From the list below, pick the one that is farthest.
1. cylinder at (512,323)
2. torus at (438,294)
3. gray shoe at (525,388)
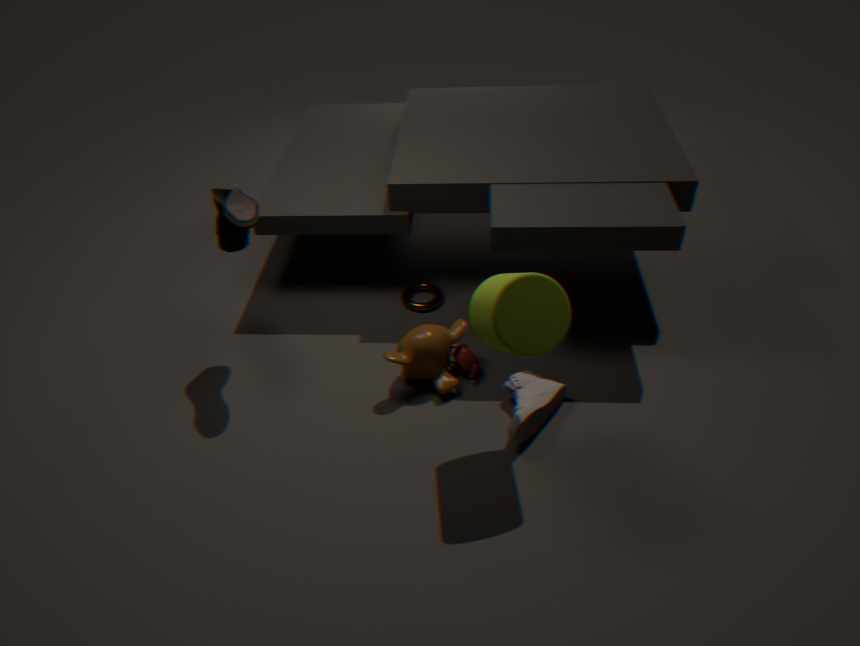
torus at (438,294)
